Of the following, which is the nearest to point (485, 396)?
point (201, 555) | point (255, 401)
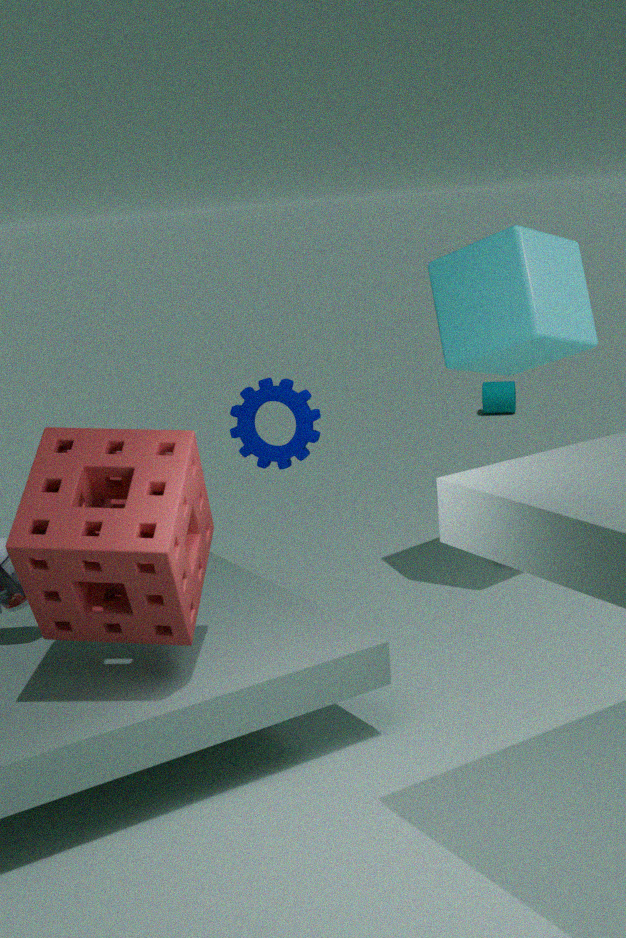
point (255, 401)
